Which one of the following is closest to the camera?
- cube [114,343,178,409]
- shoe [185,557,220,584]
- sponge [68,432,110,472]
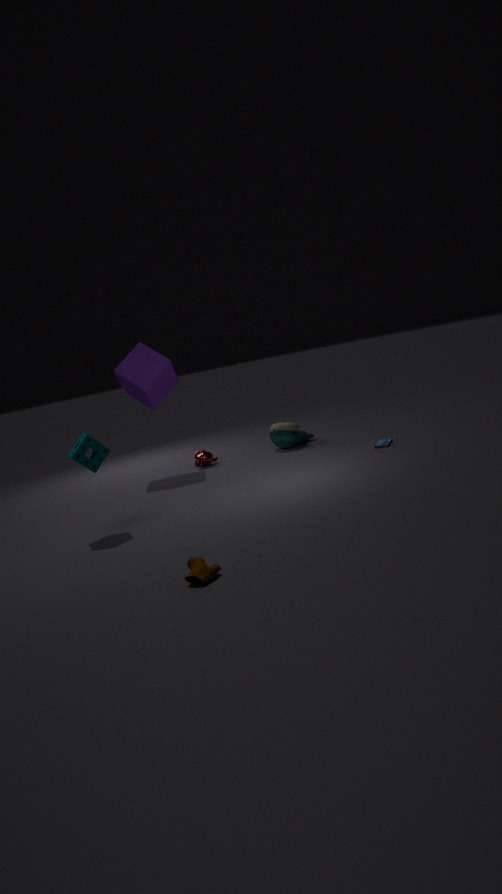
shoe [185,557,220,584]
